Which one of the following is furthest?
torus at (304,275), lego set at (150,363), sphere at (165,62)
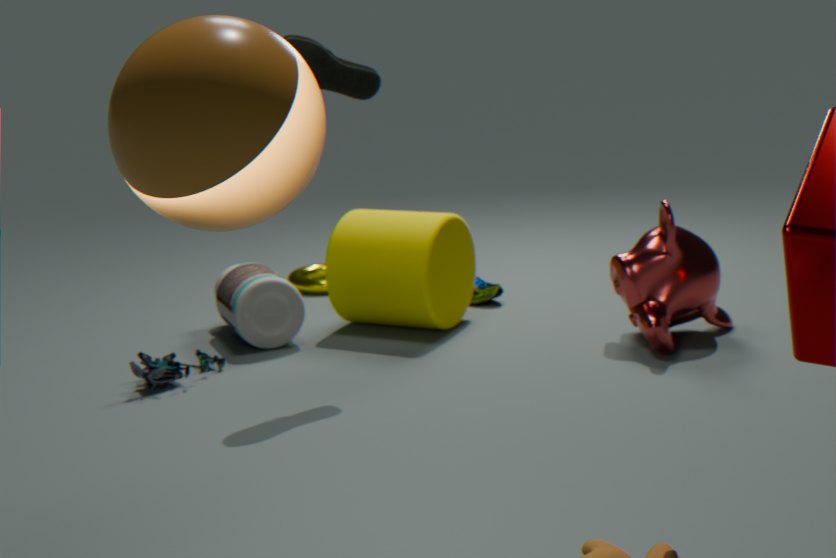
torus at (304,275)
